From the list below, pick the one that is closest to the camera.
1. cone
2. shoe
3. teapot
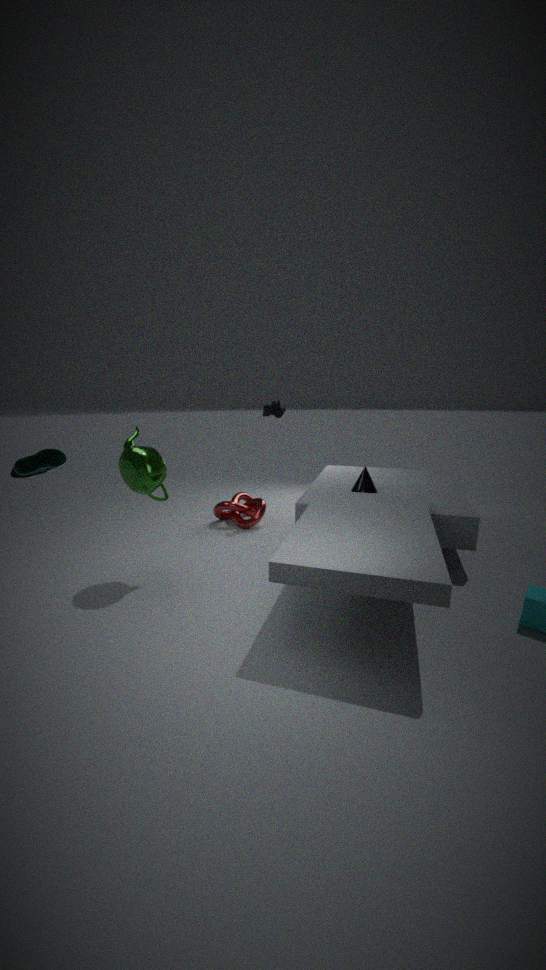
shoe
